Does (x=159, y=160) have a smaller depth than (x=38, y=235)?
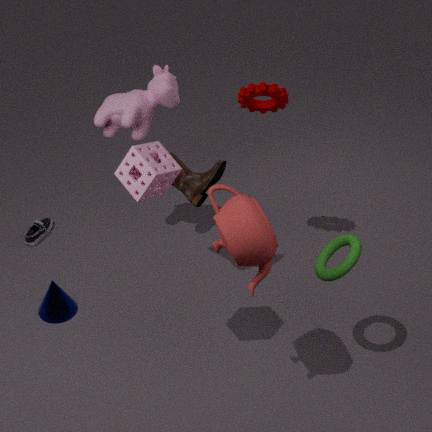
Yes
